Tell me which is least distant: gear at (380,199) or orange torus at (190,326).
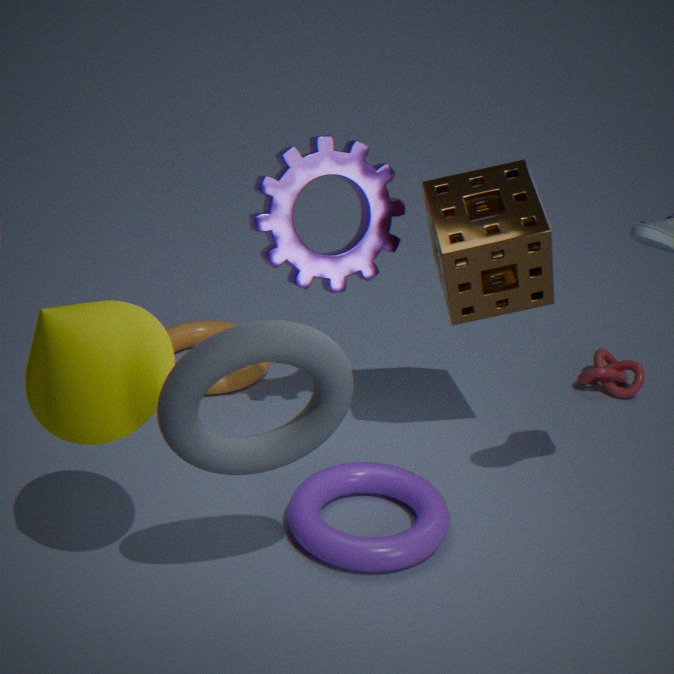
gear at (380,199)
